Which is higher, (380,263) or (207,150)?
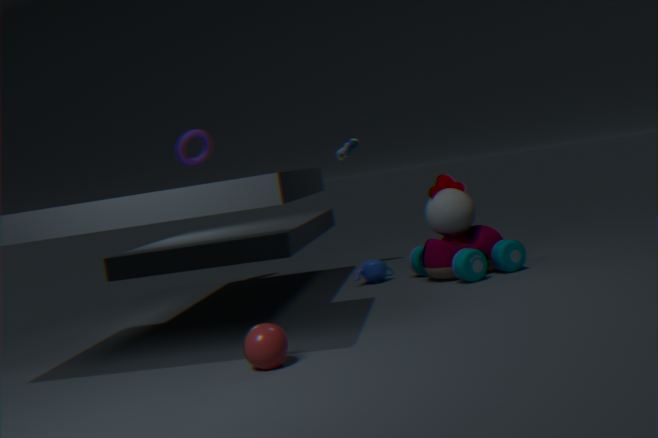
(207,150)
